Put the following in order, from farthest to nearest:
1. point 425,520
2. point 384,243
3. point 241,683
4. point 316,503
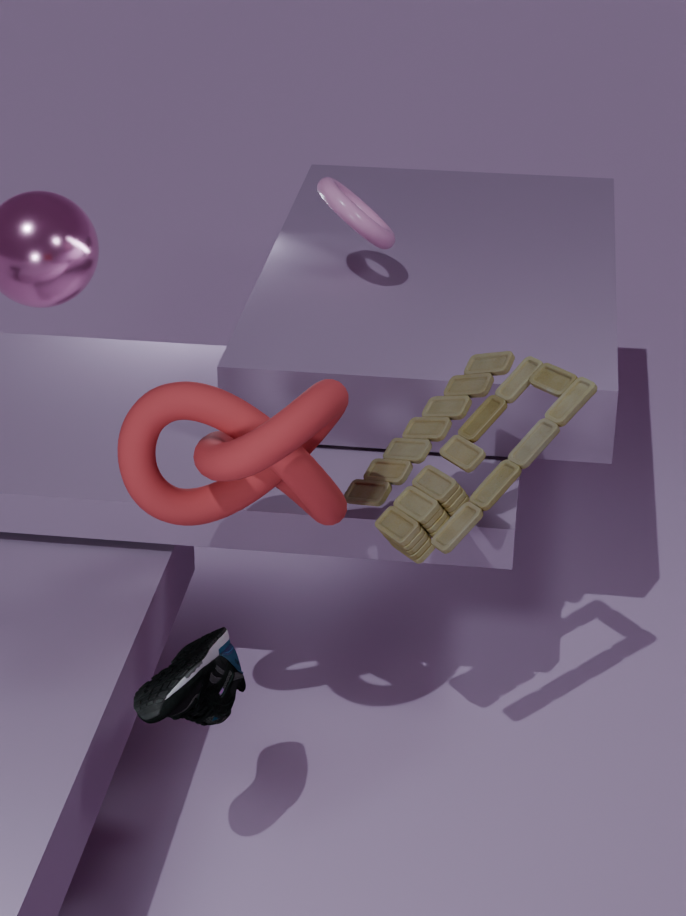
point 384,243 < point 425,520 < point 241,683 < point 316,503
